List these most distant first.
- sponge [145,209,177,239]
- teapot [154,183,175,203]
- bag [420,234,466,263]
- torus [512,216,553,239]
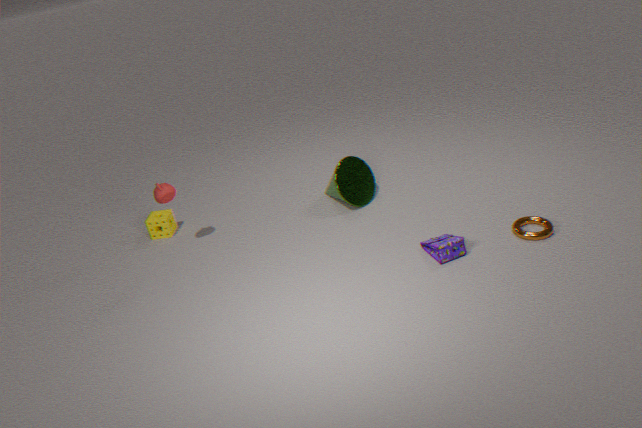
sponge [145,209,177,239] → teapot [154,183,175,203] → torus [512,216,553,239] → bag [420,234,466,263]
